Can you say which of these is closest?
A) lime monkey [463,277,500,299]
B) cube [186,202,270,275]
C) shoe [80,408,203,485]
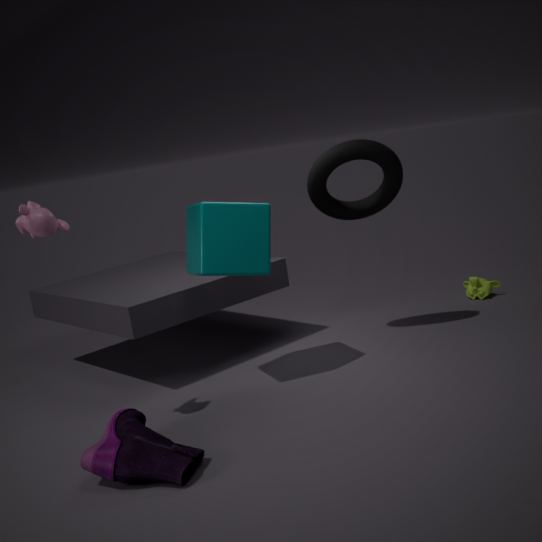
shoe [80,408,203,485]
